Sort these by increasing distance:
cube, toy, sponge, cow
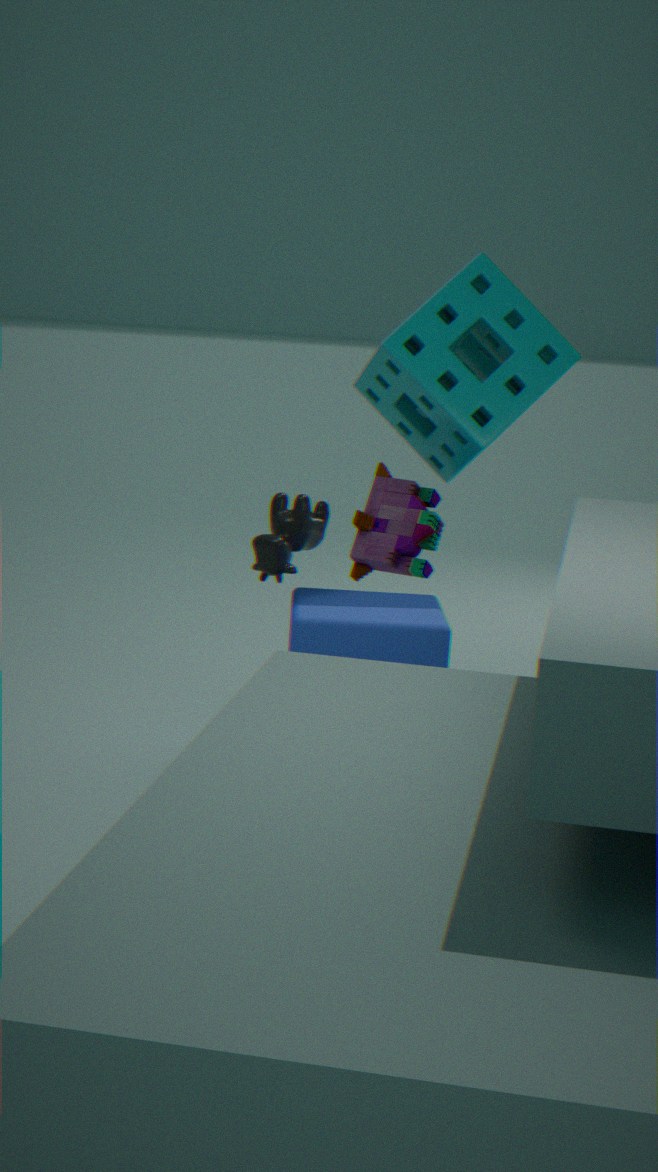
cube
cow
sponge
toy
